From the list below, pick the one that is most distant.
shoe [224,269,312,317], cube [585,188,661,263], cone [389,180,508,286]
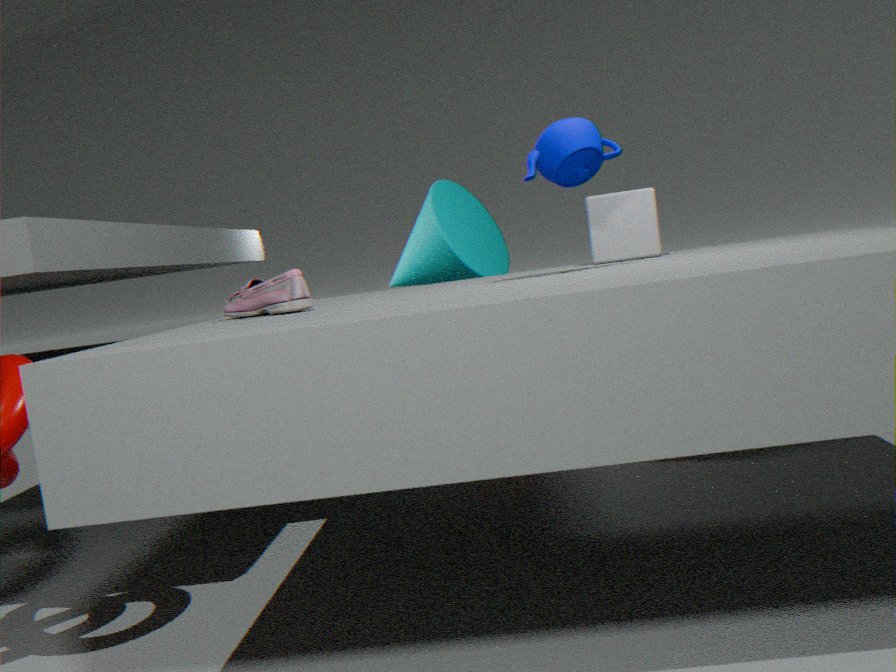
cone [389,180,508,286]
